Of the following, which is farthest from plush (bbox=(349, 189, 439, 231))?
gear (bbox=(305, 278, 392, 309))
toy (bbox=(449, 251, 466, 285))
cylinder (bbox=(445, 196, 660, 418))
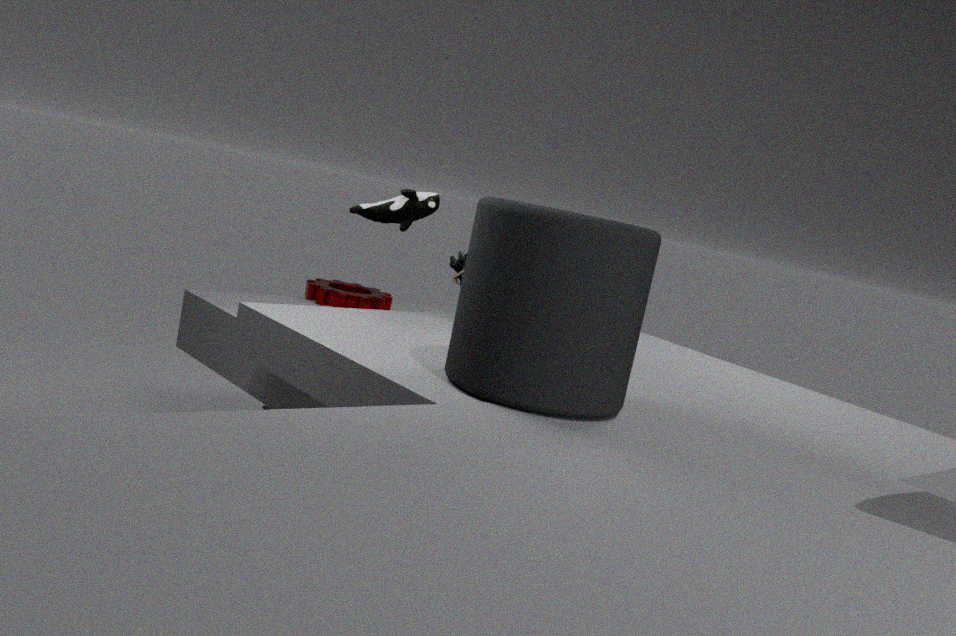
cylinder (bbox=(445, 196, 660, 418))
